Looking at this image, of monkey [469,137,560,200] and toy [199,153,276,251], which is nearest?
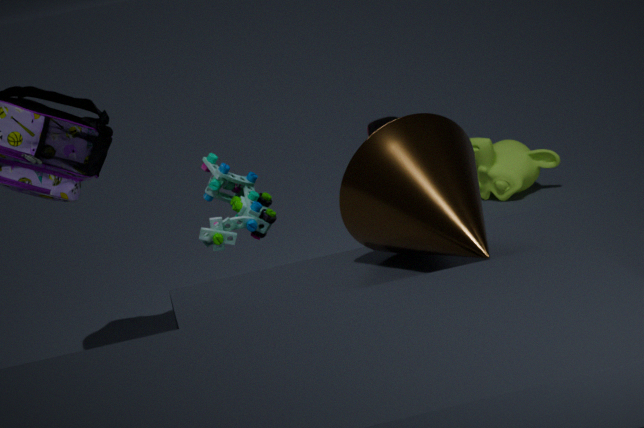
toy [199,153,276,251]
